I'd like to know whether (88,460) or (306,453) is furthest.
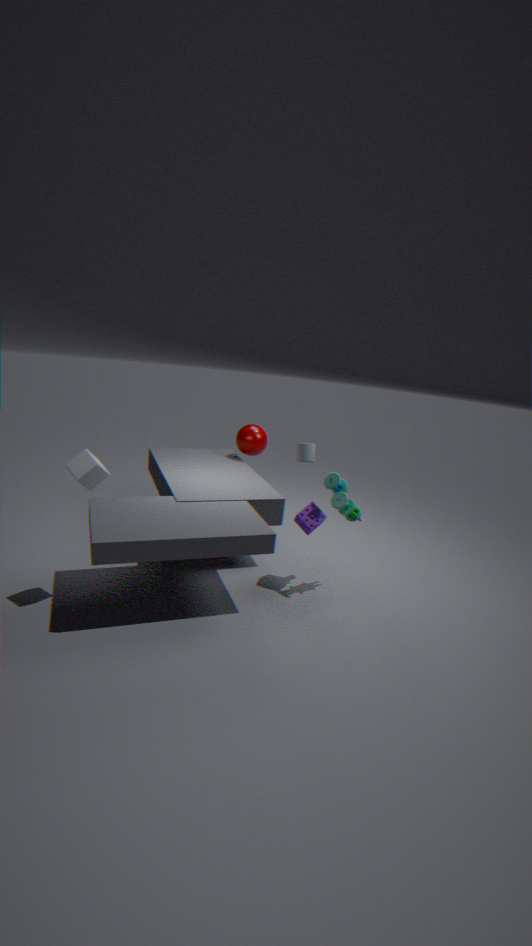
(306,453)
